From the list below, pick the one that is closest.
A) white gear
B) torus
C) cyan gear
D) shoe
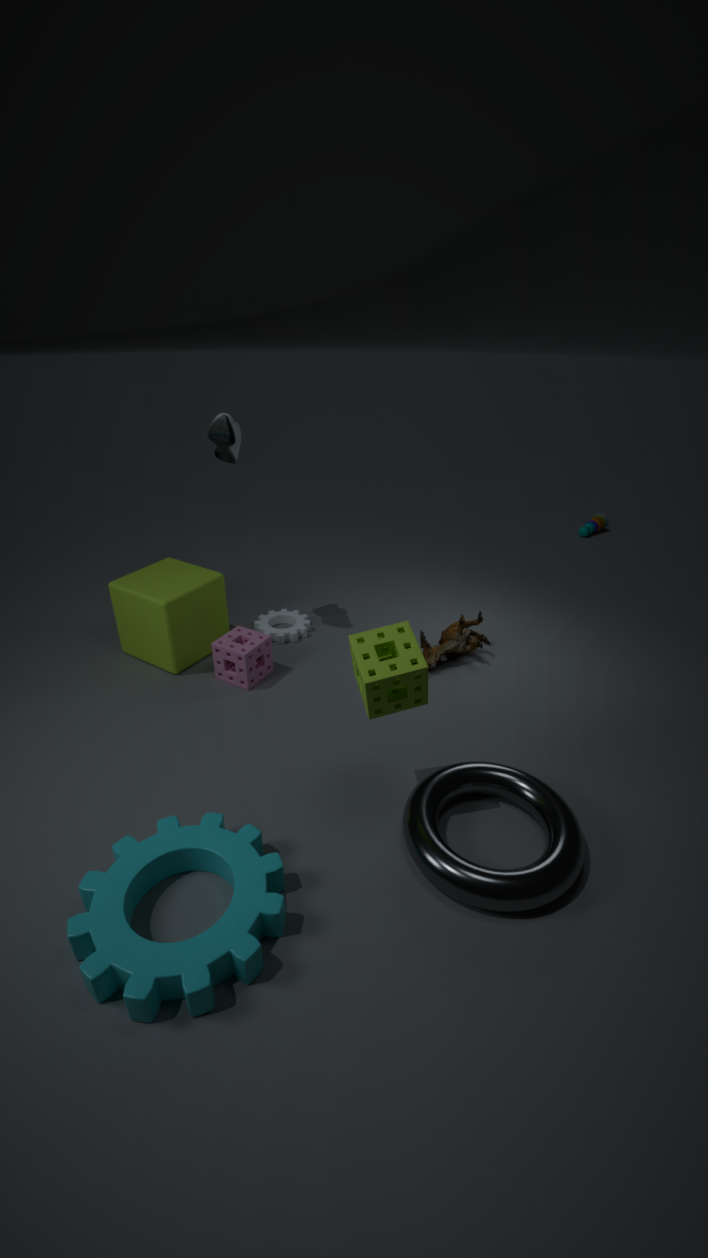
cyan gear
